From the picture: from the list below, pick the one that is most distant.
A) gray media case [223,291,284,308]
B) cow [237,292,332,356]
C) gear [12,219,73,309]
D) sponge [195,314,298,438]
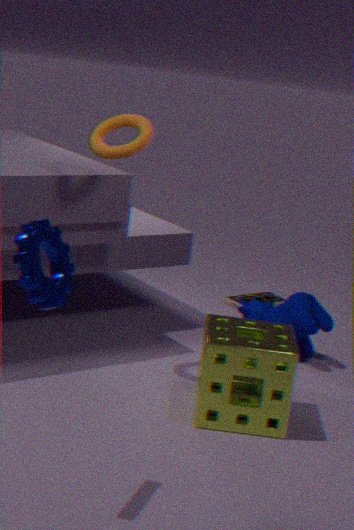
gray media case [223,291,284,308]
